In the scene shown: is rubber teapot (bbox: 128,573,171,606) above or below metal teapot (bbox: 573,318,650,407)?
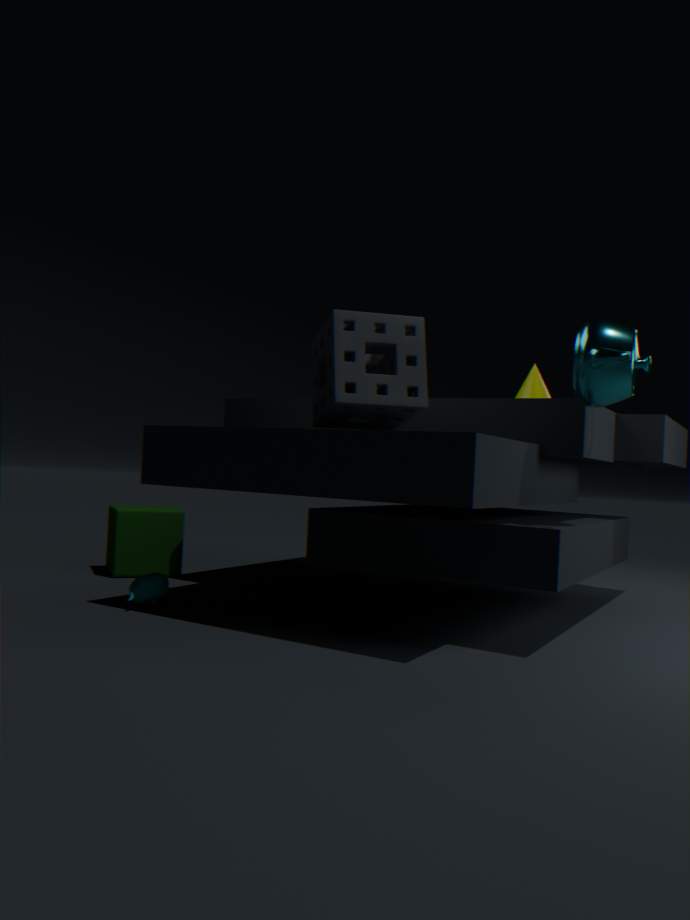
below
